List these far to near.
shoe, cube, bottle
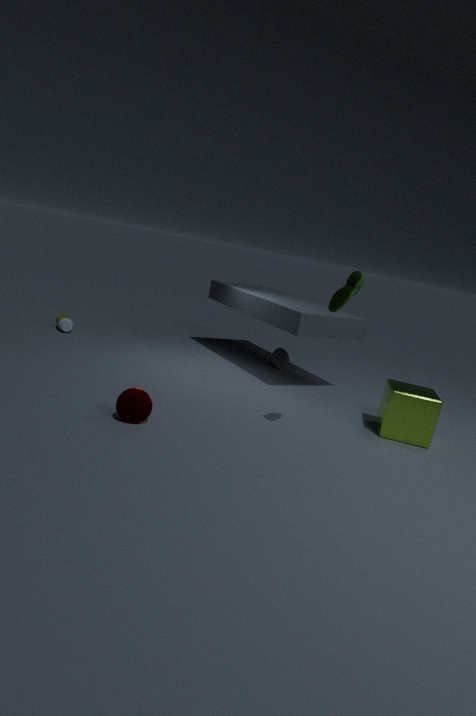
bottle → cube → shoe
